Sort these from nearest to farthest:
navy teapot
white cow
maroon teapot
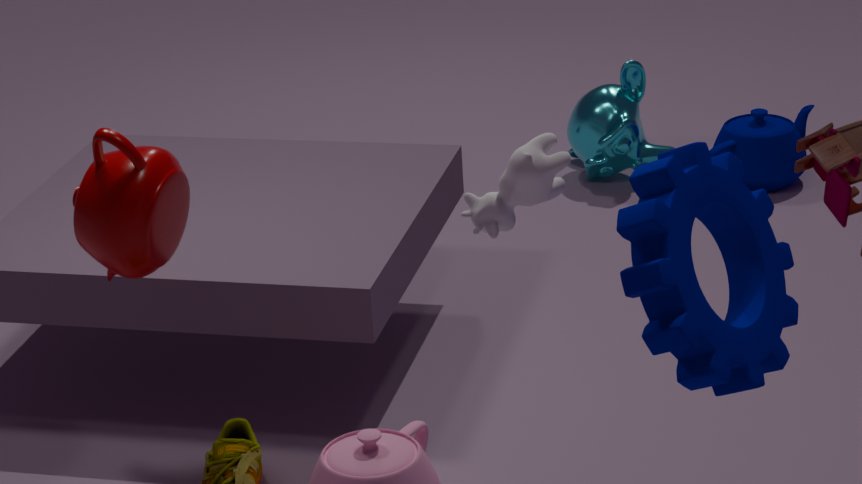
white cow < maroon teapot < navy teapot
